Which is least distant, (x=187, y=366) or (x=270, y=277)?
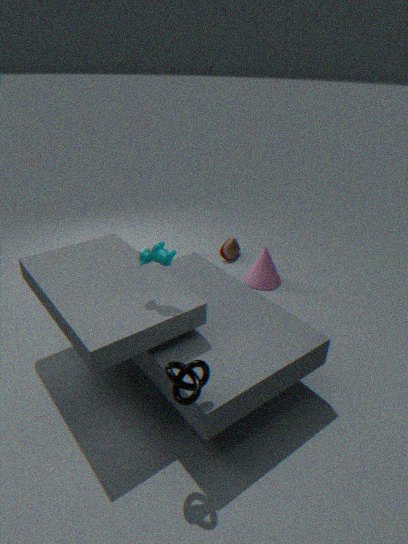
(x=187, y=366)
